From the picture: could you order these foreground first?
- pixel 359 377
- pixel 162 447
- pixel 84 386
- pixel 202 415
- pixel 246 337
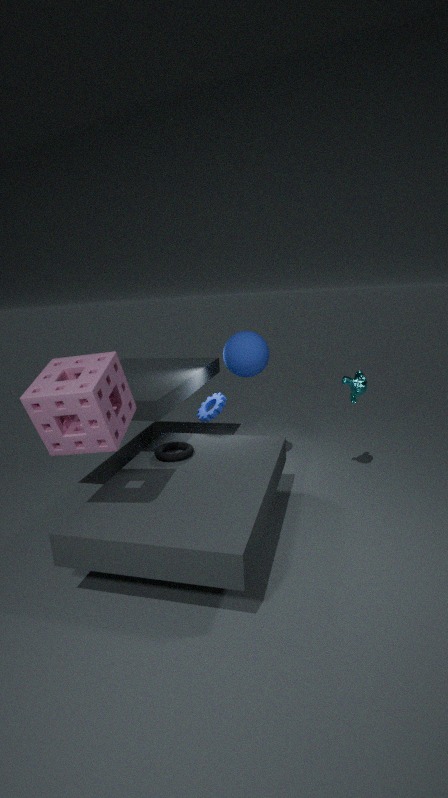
1. pixel 84 386
2. pixel 162 447
3. pixel 359 377
4. pixel 246 337
5. pixel 202 415
